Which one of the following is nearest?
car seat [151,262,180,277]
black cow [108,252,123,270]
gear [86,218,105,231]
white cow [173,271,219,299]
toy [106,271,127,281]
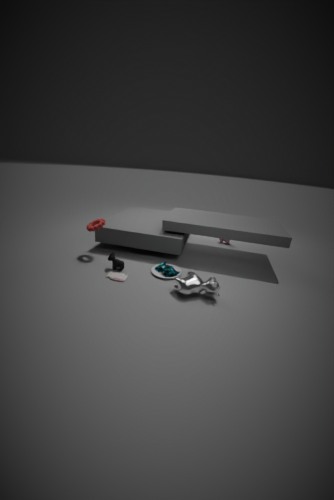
white cow [173,271,219,299]
